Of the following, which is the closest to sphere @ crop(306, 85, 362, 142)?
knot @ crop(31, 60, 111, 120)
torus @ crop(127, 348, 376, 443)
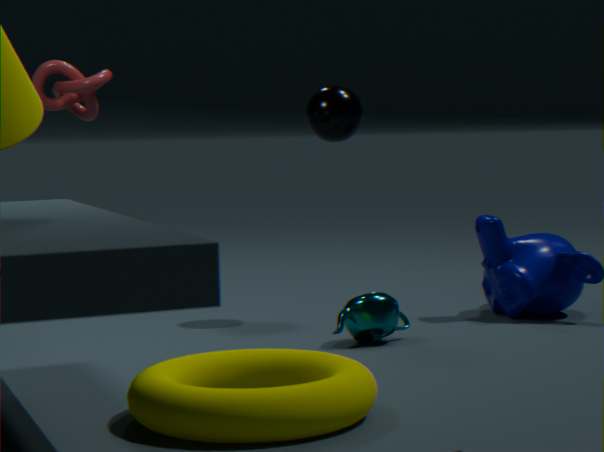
knot @ crop(31, 60, 111, 120)
